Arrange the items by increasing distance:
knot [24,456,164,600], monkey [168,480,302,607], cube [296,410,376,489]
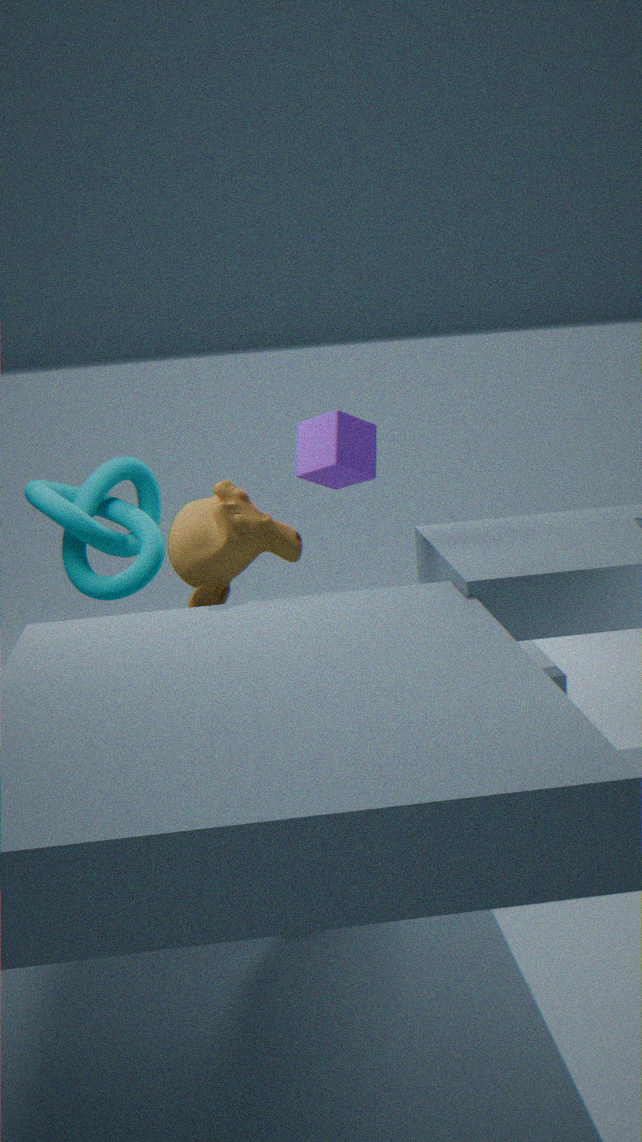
monkey [168,480,302,607], cube [296,410,376,489], knot [24,456,164,600]
